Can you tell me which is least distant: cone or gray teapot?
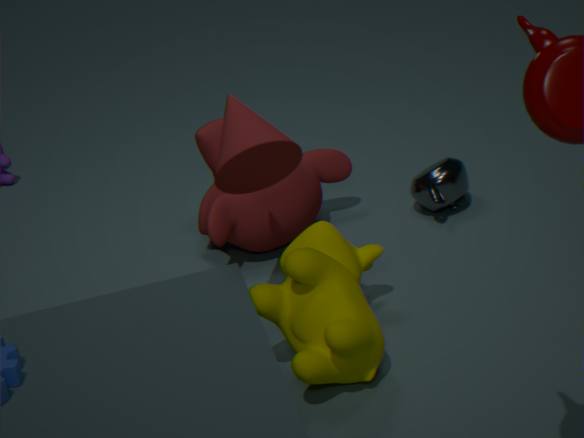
cone
